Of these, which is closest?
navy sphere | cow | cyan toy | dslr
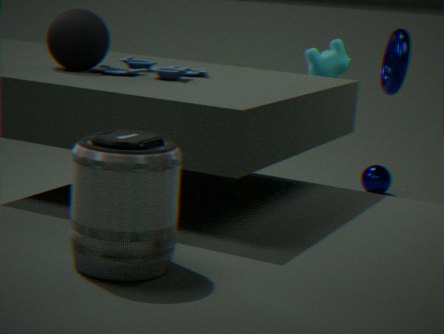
dslr
